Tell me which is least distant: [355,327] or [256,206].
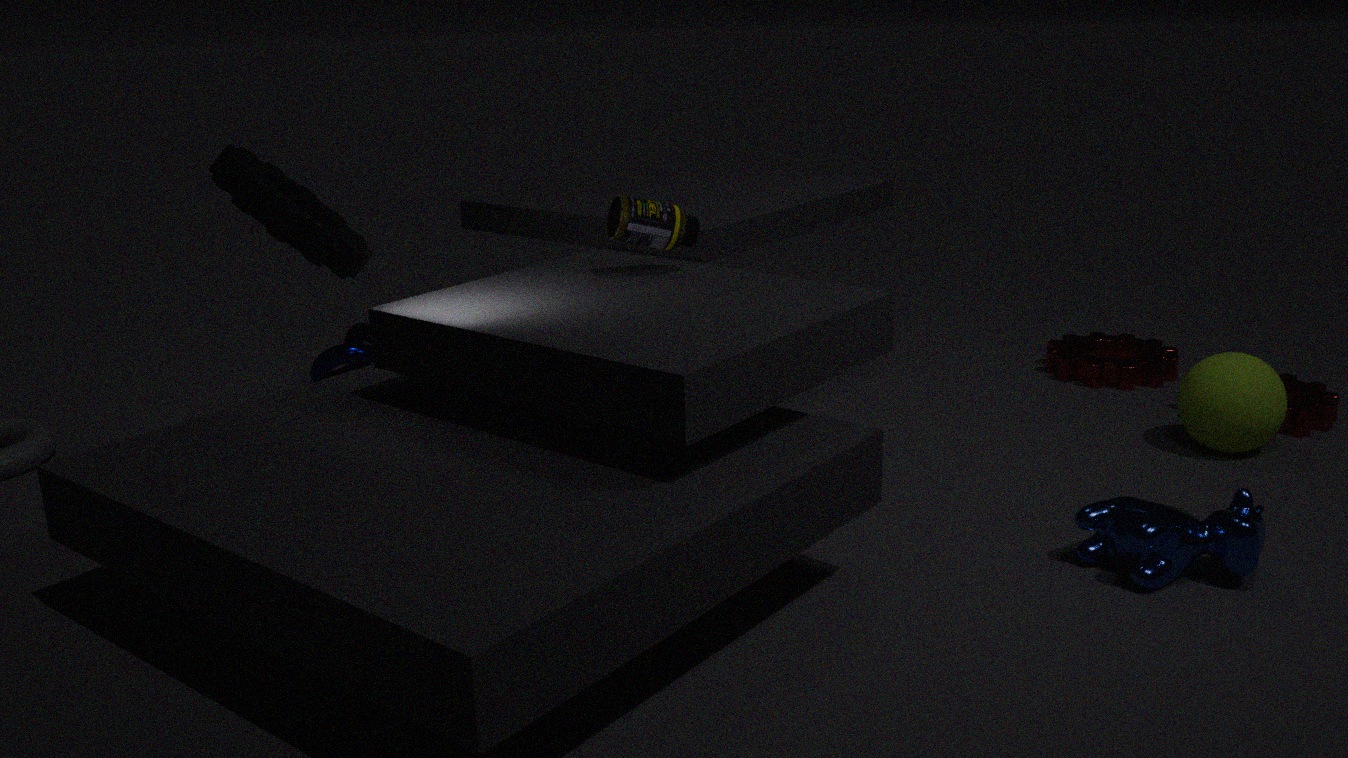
[256,206]
